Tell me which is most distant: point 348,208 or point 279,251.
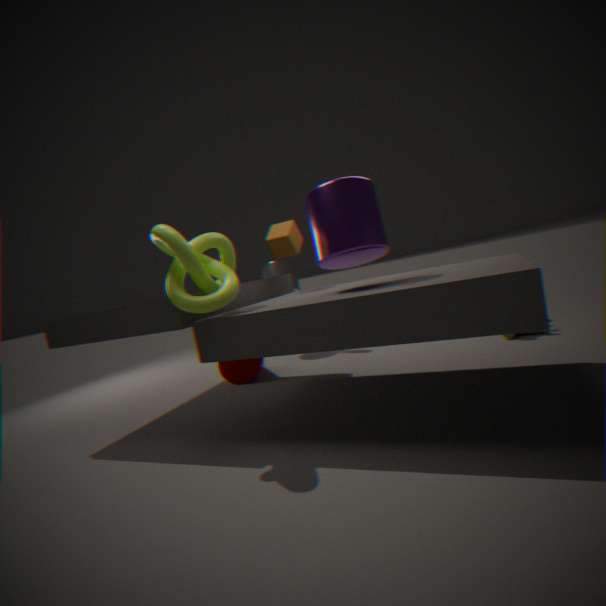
point 279,251
